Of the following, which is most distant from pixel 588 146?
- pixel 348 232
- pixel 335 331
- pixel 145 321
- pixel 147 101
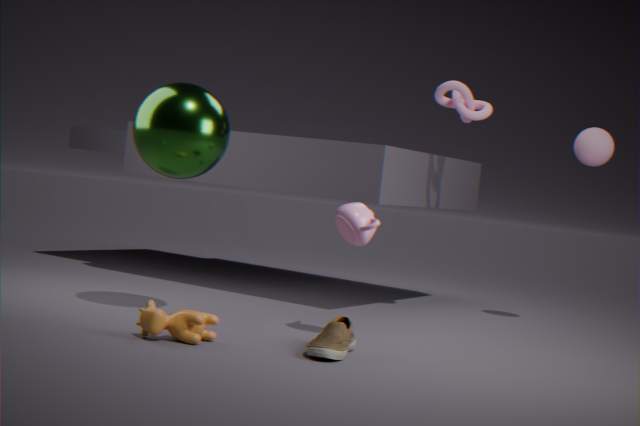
pixel 145 321
